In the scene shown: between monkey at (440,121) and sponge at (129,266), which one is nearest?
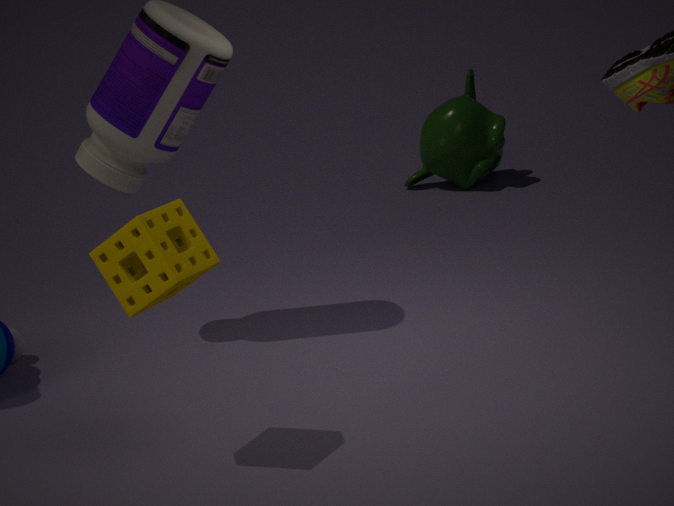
sponge at (129,266)
